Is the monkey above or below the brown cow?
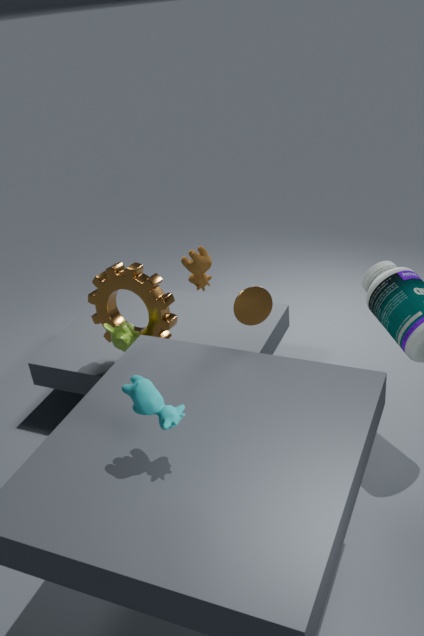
below
